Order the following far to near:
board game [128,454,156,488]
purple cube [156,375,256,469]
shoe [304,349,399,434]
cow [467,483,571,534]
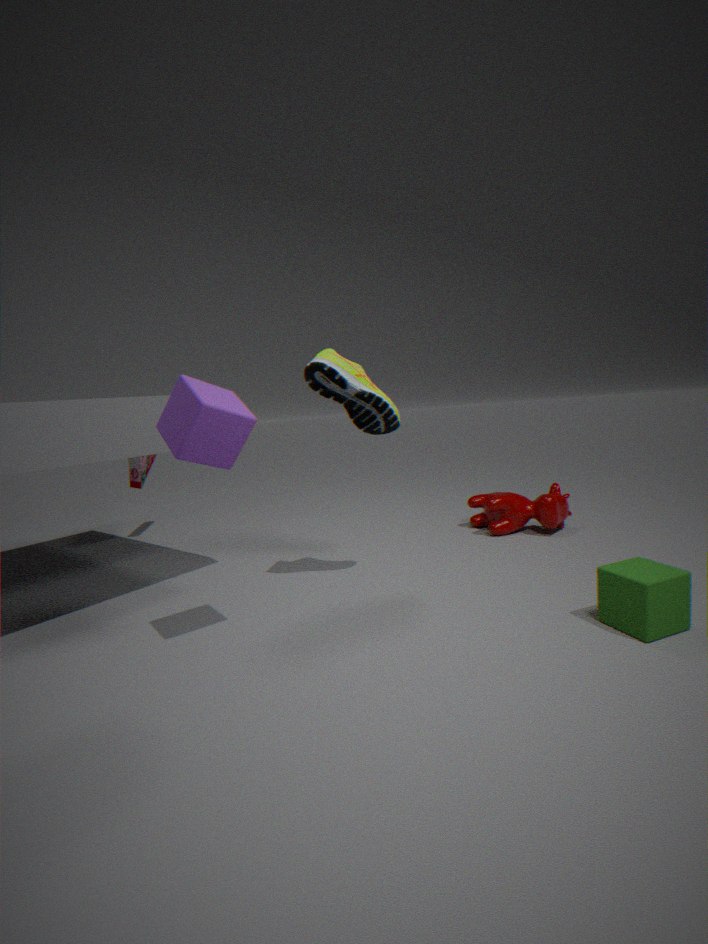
board game [128,454,156,488] < cow [467,483,571,534] < shoe [304,349,399,434] < purple cube [156,375,256,469]
